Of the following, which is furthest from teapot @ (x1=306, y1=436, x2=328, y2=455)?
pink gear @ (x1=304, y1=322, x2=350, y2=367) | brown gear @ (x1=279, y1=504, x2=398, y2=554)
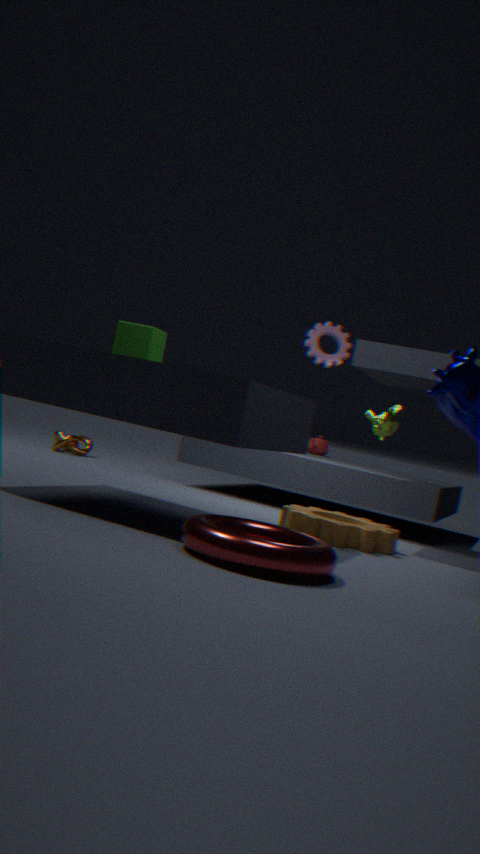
brown gear @ (x1=279, y1=504, x2=398, y2=554)
